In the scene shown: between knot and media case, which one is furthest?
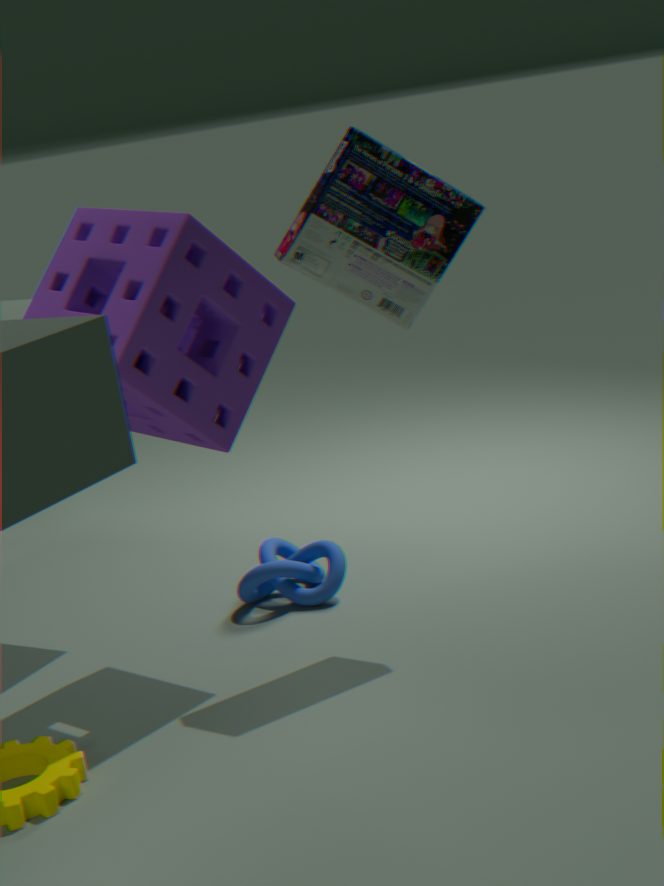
knot
